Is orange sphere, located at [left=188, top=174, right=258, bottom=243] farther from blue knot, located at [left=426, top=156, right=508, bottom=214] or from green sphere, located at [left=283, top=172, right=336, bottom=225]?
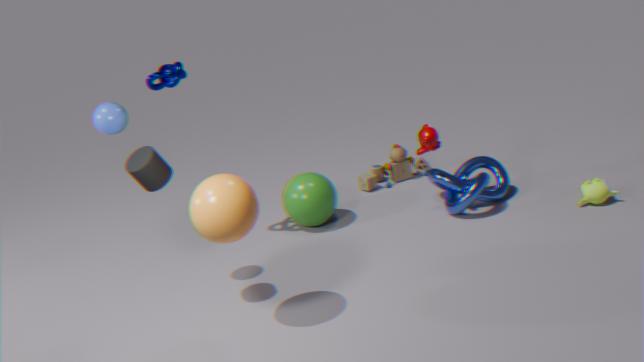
blue knot, located at [left=426, top=156, right=508, bottom=214]
